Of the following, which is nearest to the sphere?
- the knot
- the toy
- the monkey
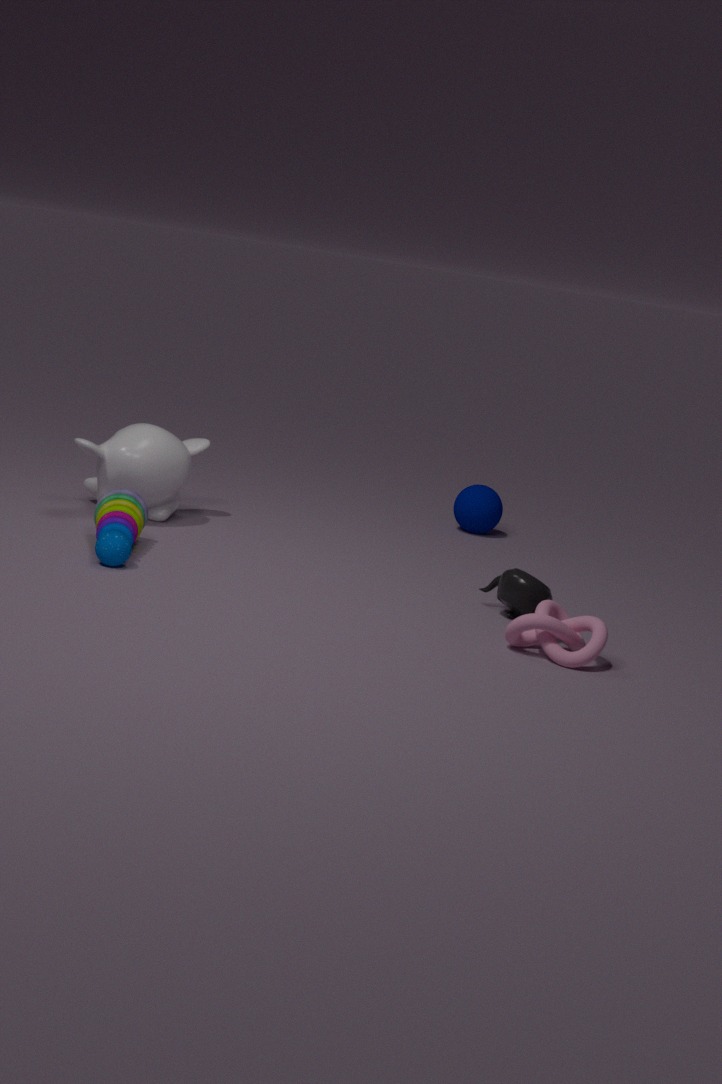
the monkey
